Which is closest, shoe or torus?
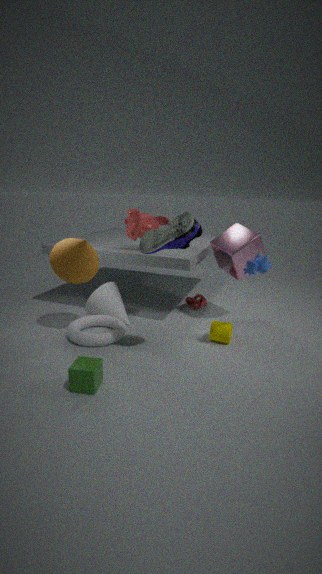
shoe
